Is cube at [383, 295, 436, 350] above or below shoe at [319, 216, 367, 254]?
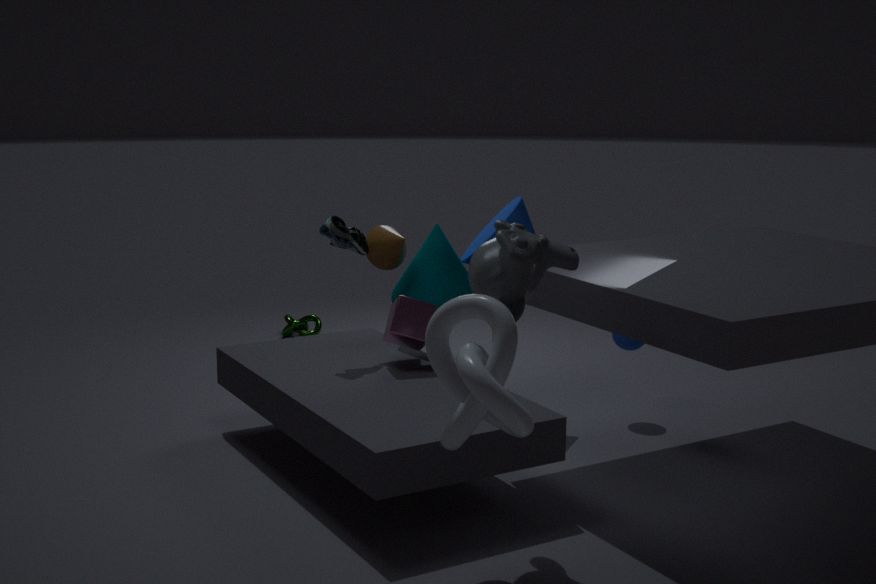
below
